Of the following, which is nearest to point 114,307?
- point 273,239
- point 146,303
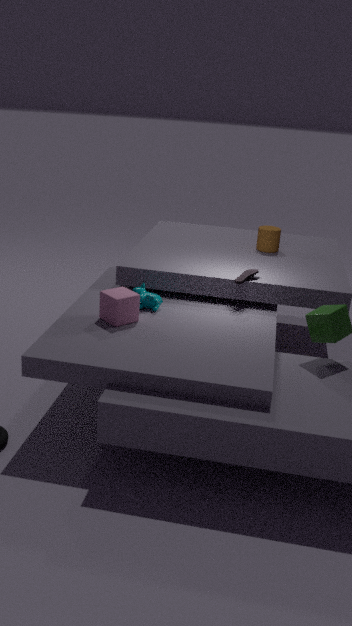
point 146,303
